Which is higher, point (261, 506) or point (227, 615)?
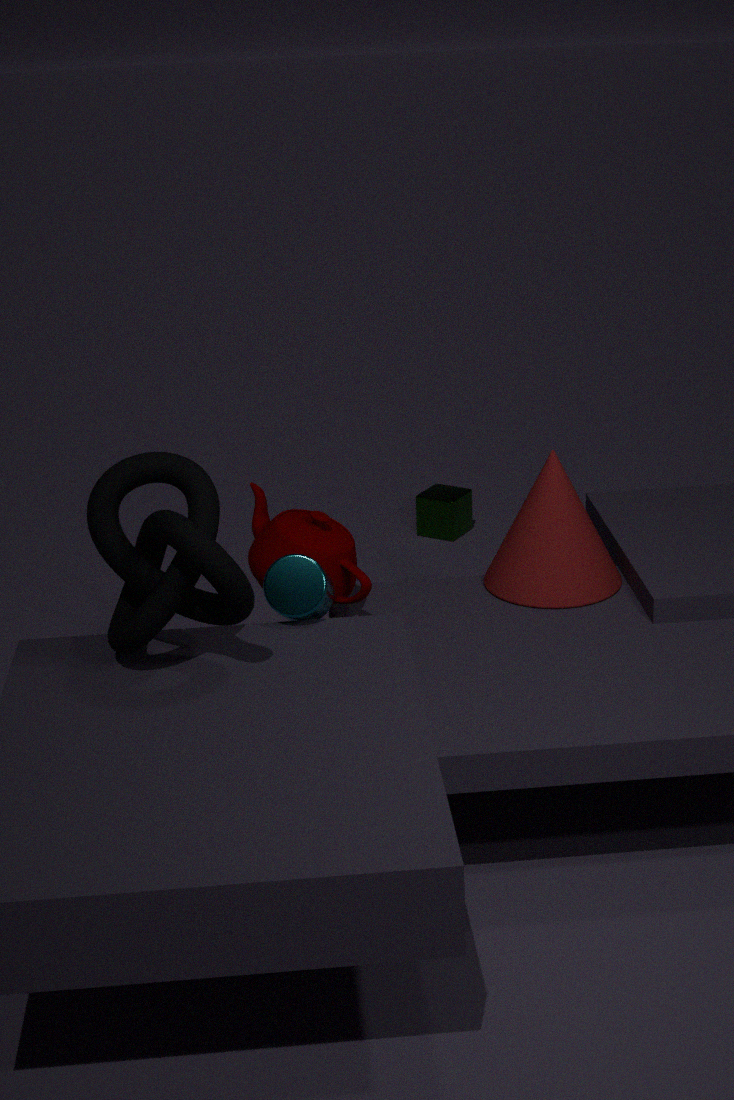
point (227, 615)
